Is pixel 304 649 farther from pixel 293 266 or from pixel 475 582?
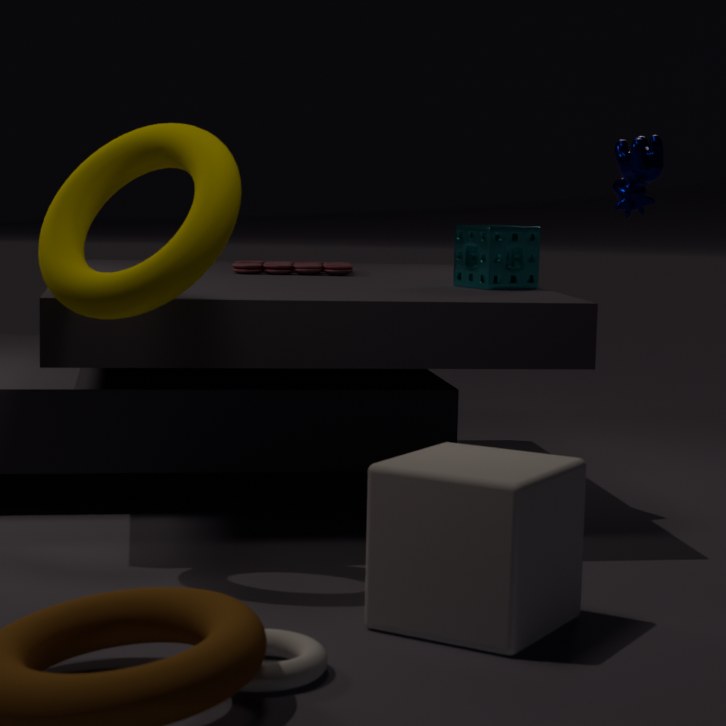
pixel 293 266
